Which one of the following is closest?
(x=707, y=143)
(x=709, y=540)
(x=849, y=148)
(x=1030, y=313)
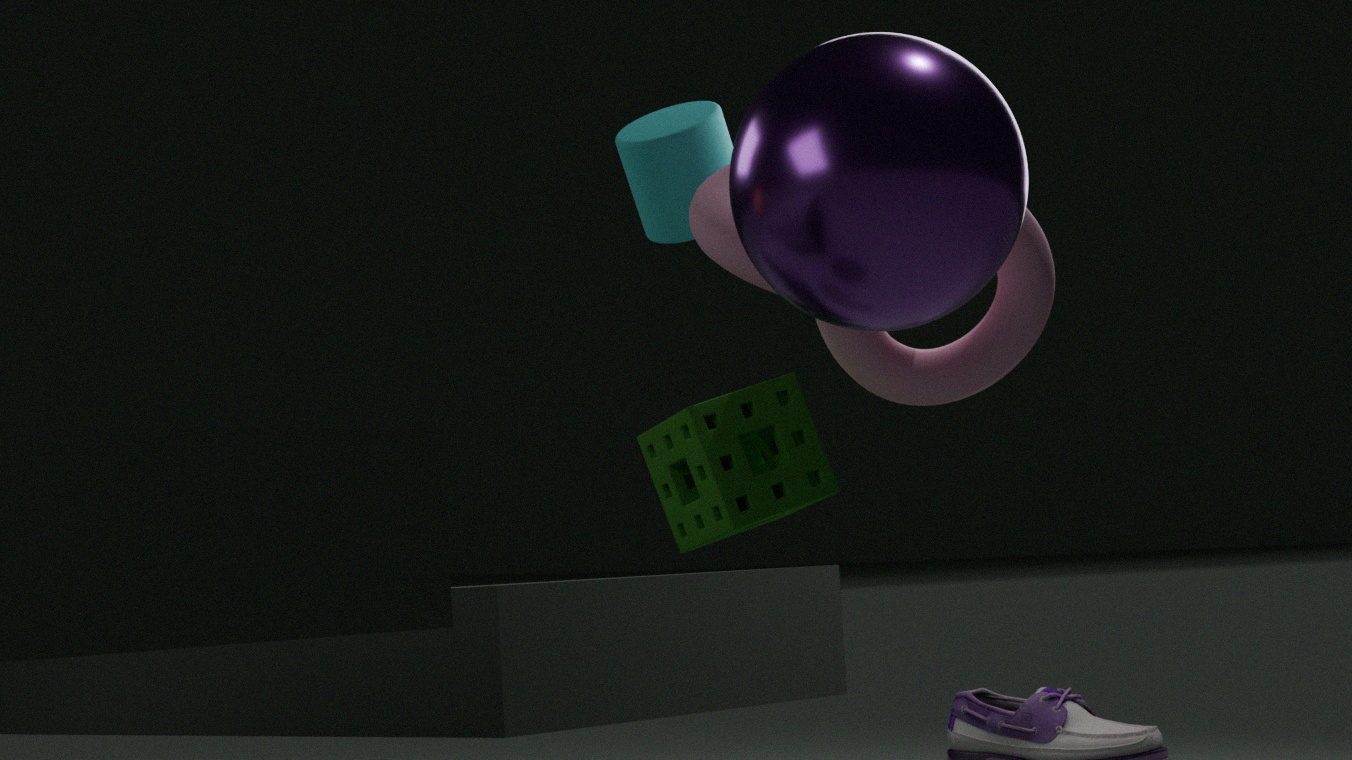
(x=849, y=148)
